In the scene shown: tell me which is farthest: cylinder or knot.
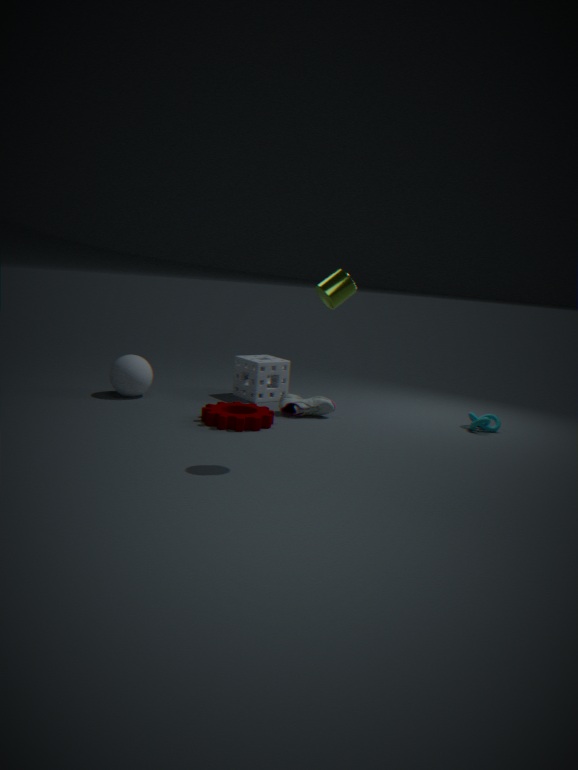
knot
